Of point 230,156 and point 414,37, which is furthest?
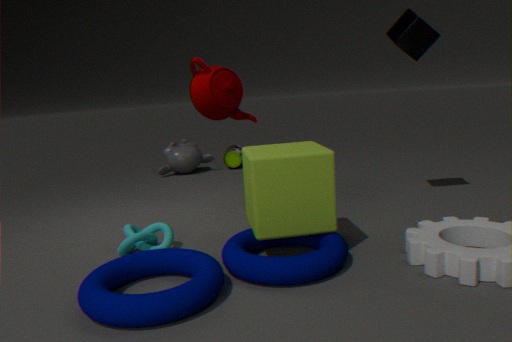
point 230,156
